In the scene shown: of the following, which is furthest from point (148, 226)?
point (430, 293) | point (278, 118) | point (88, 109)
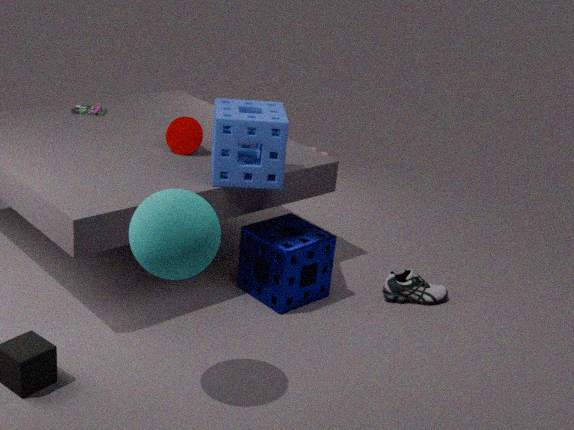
point (88, 109)
